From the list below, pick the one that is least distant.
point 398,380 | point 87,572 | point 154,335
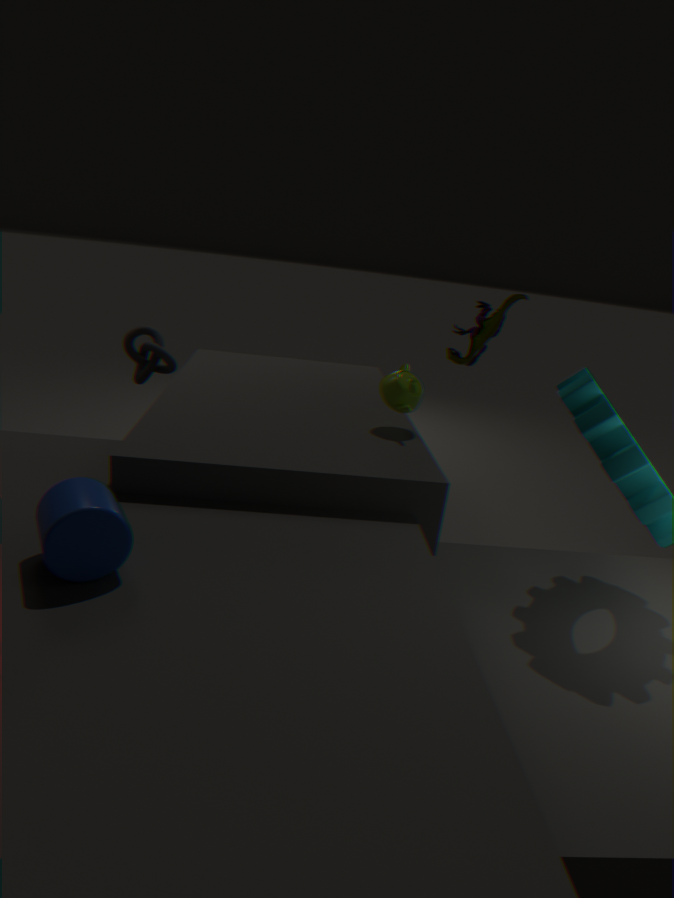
point 87,572
